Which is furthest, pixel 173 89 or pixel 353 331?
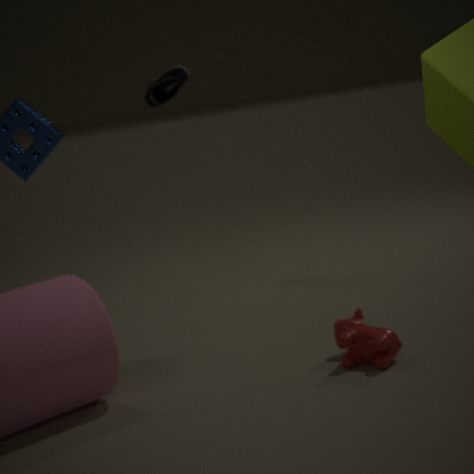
pixel 173 89
